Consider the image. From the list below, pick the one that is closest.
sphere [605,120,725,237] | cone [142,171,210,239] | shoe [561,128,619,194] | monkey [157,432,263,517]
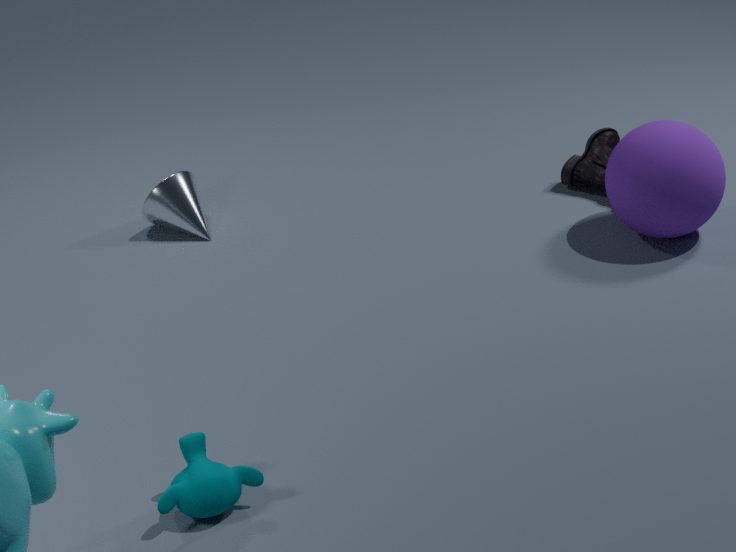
monkey [157,432,263,517]
